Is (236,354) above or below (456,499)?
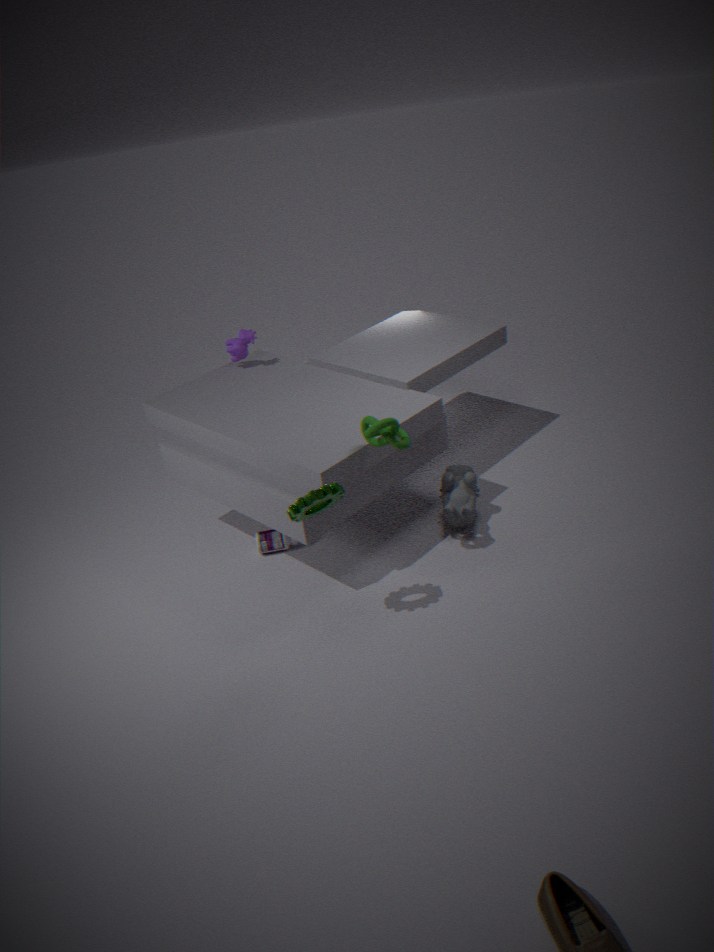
above
